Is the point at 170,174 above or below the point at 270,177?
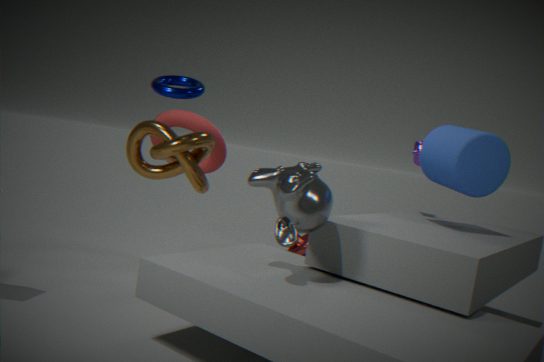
above
